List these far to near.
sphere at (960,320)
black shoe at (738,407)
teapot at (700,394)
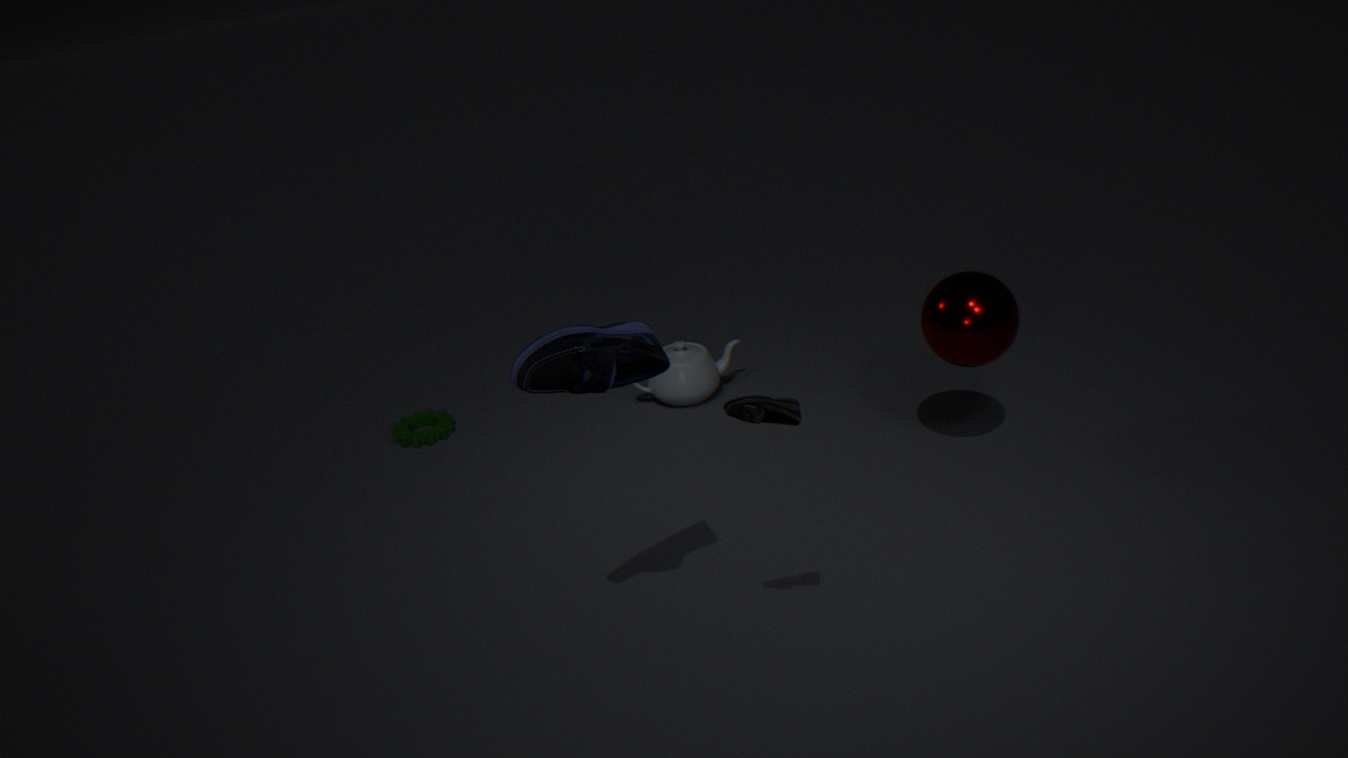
teapot at (700,394) < sphere at (960,320) < black shoe at (738,407)
